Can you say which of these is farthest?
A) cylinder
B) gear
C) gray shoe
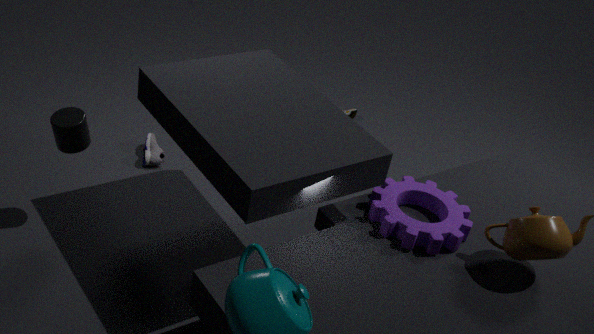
gray shoe
